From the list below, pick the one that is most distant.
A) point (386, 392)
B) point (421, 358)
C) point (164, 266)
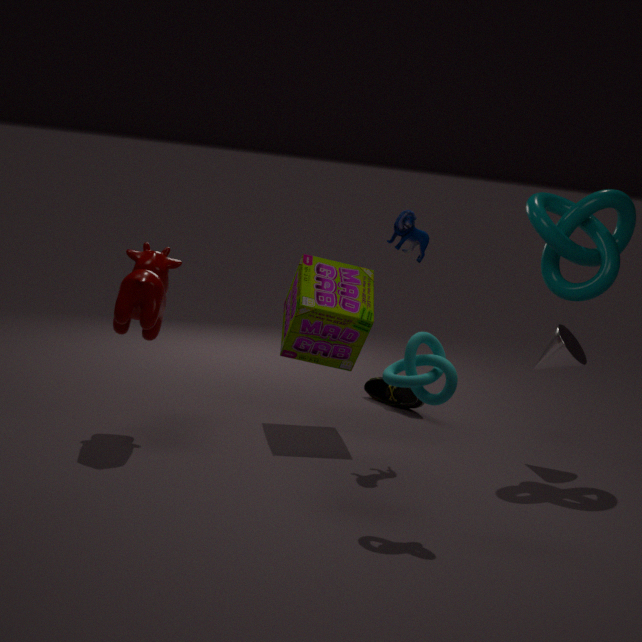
point (386, 392)
